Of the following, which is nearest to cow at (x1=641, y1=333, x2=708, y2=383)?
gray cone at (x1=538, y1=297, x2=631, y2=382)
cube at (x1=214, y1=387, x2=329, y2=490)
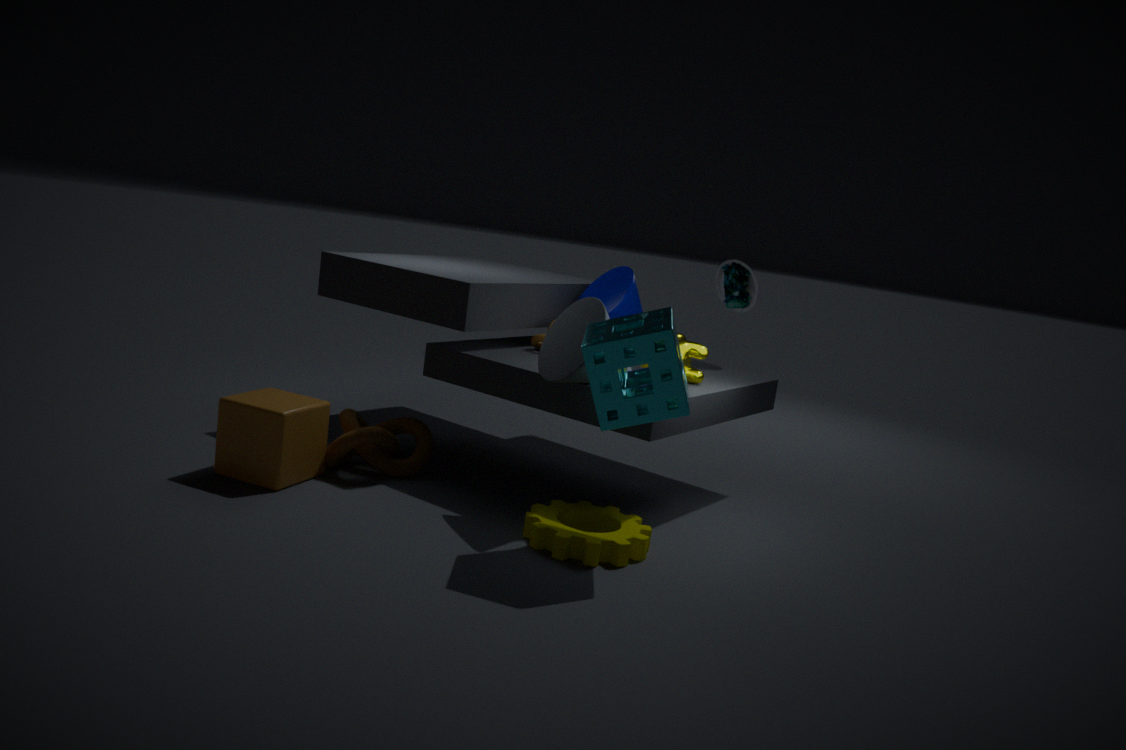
gray cone at (x1=538, y1=297, x2=631, y2=382)
